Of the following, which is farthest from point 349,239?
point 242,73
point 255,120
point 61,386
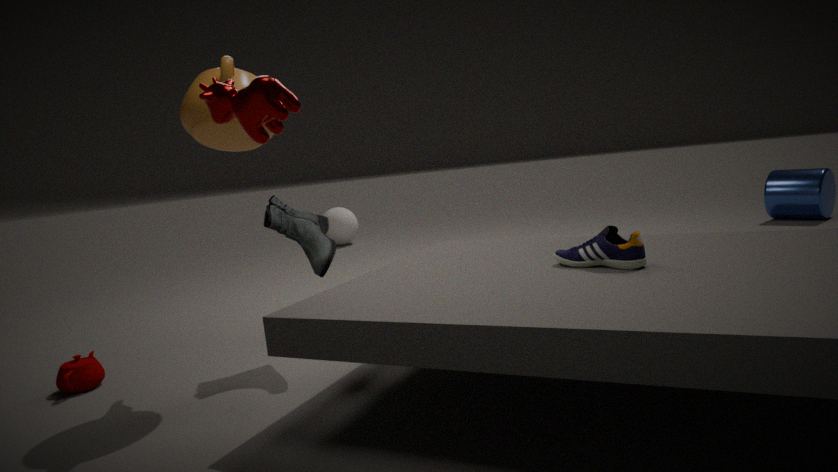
point 255,120
